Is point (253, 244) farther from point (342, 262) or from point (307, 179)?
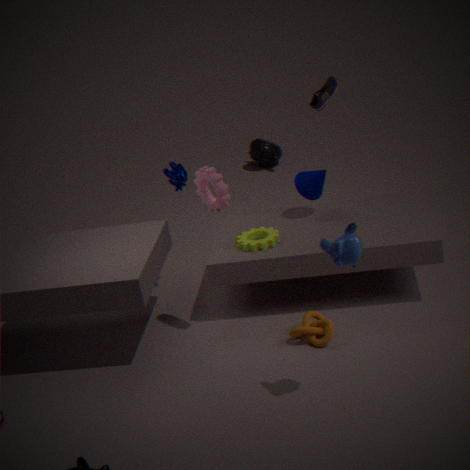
point (342, 262)
